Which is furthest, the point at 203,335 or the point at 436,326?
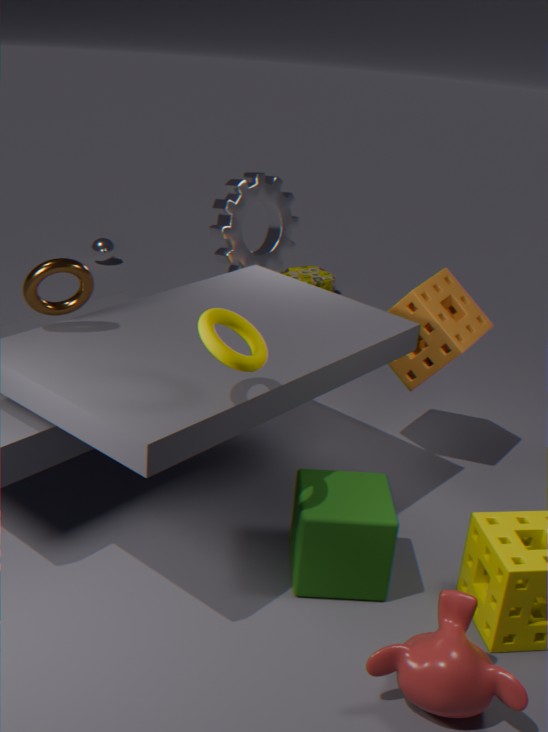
the point at 436,326
